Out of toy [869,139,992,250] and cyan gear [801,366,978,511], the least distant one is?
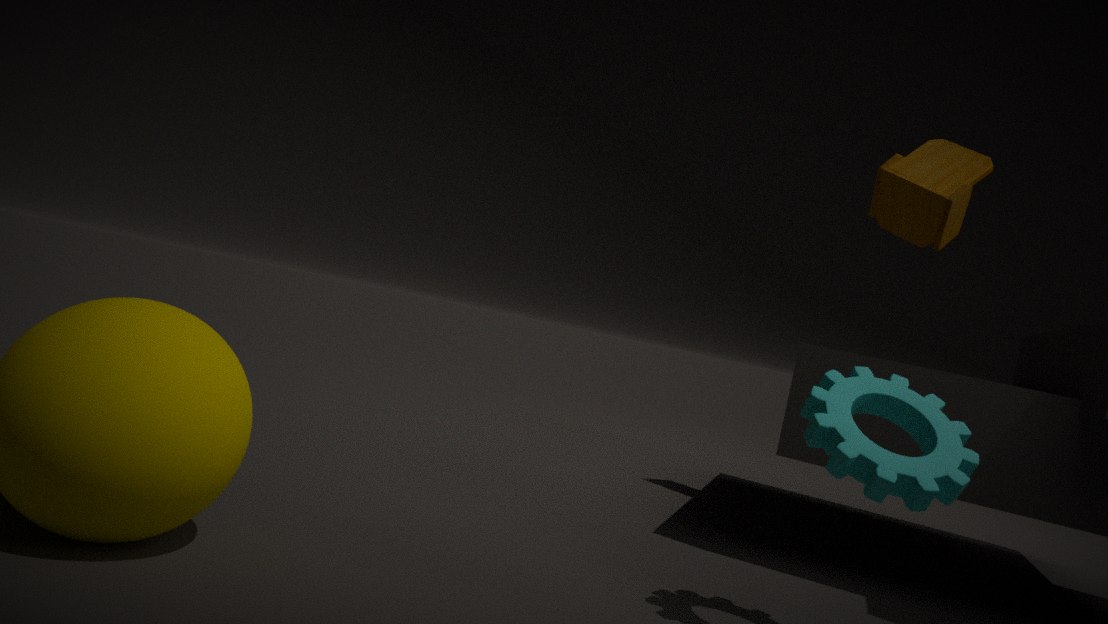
cyan gear [801,366,978,511]
